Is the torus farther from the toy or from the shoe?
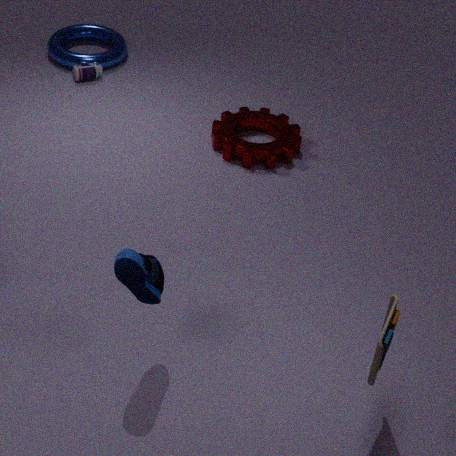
the toy
